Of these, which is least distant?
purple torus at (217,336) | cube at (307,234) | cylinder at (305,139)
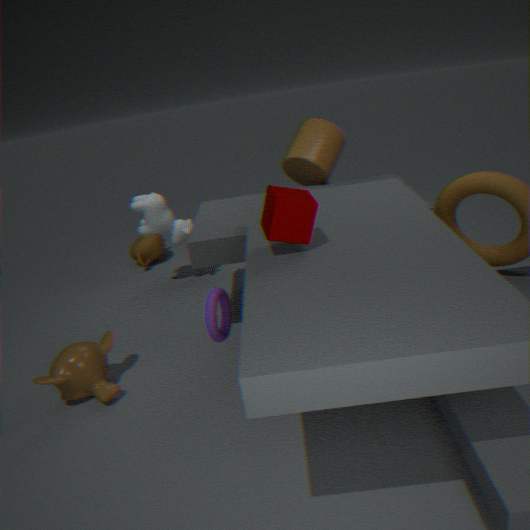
cube at (307,234)
